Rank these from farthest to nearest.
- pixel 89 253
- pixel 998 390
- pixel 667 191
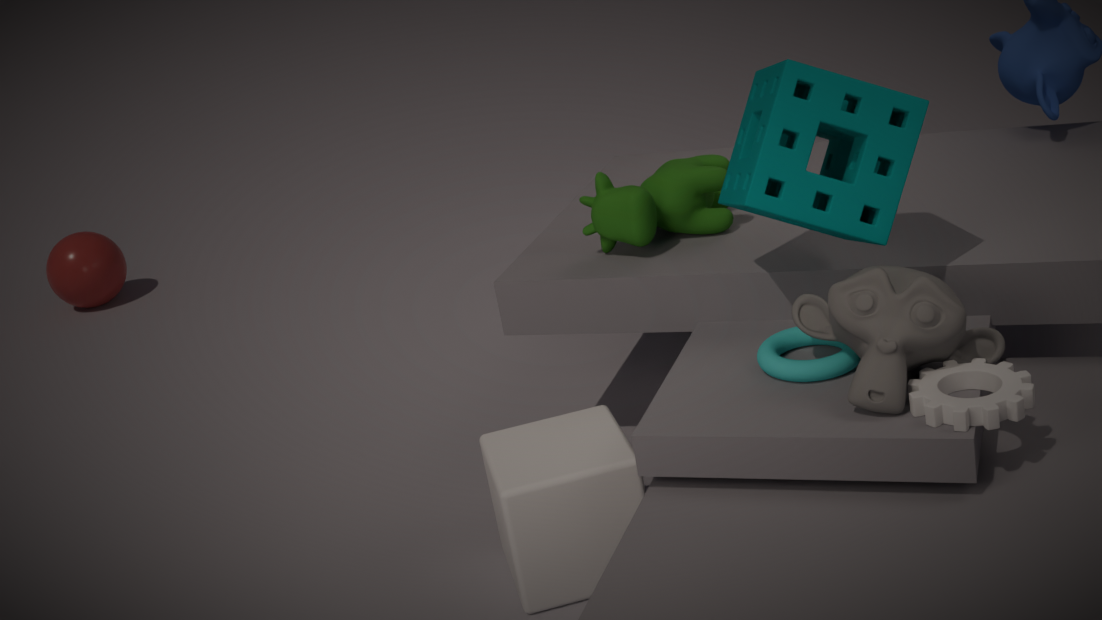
pixel 89 253, pixel 667 191, pixel 998 390
